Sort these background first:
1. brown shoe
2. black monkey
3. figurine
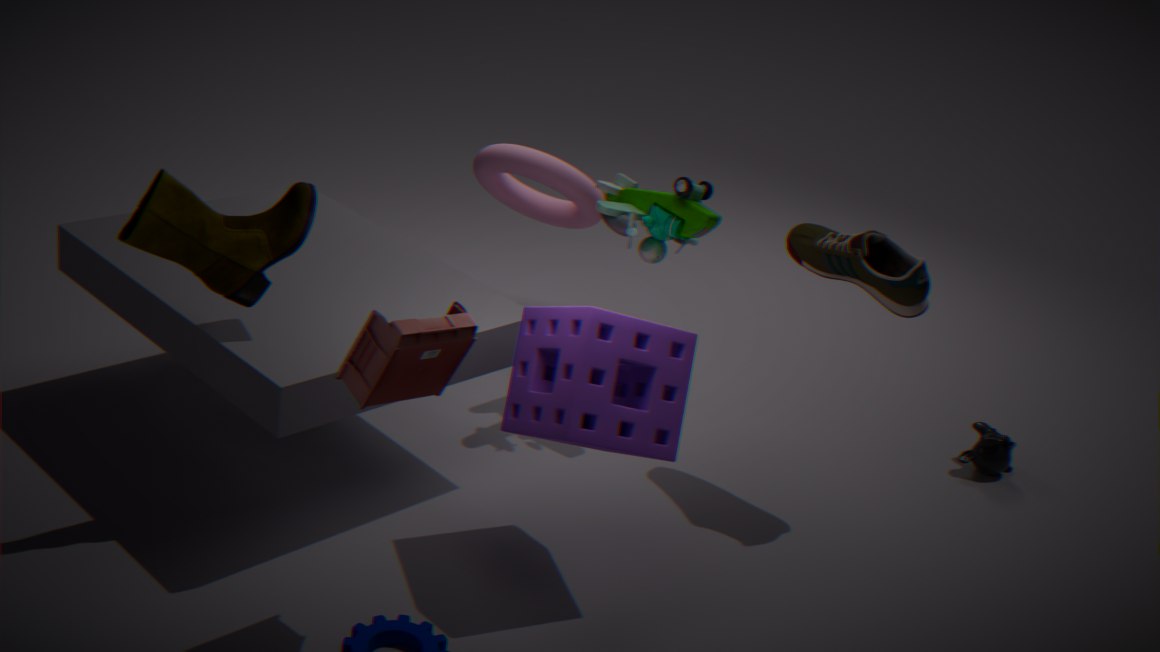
1. black monkey
2. brown shoe
3. figurine
